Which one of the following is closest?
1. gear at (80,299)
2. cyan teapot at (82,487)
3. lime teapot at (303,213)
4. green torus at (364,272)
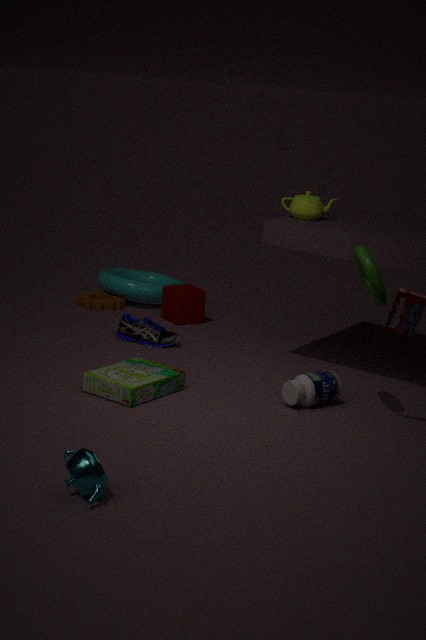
cyan teapot at (82,487)
